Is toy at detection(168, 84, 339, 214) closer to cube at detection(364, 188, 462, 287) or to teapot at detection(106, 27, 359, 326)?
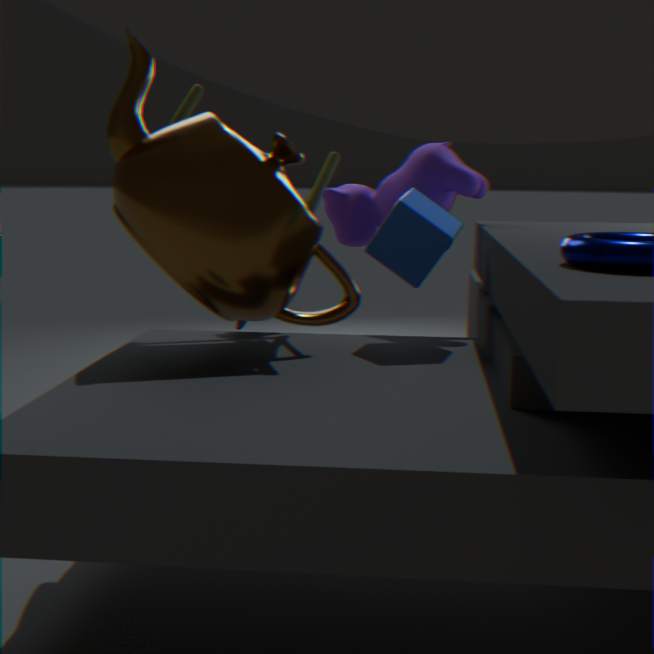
cube at detection(364, 188, 462, 287)
